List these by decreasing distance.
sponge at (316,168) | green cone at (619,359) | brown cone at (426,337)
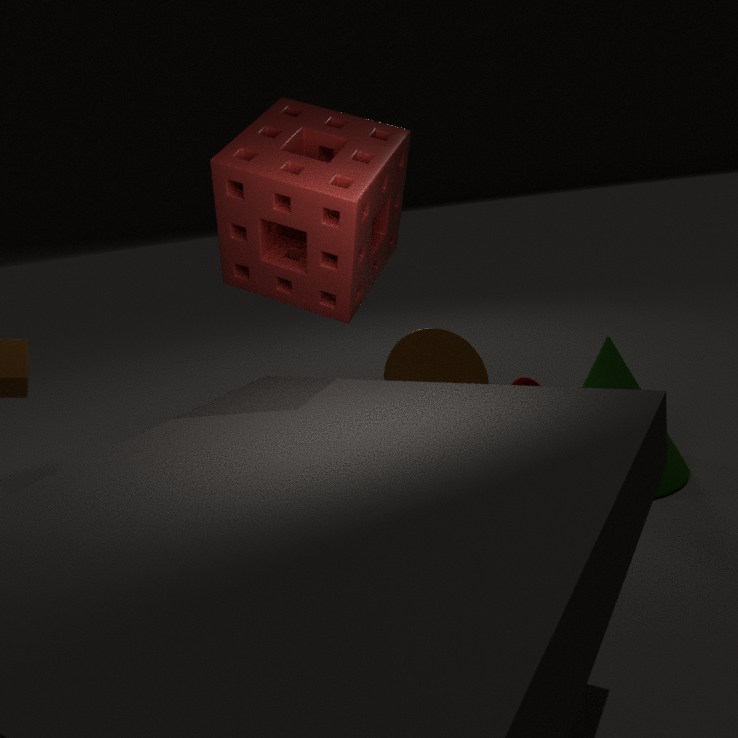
brown cone at (426,337), green cone at (619,359), sponge at (316,168)
